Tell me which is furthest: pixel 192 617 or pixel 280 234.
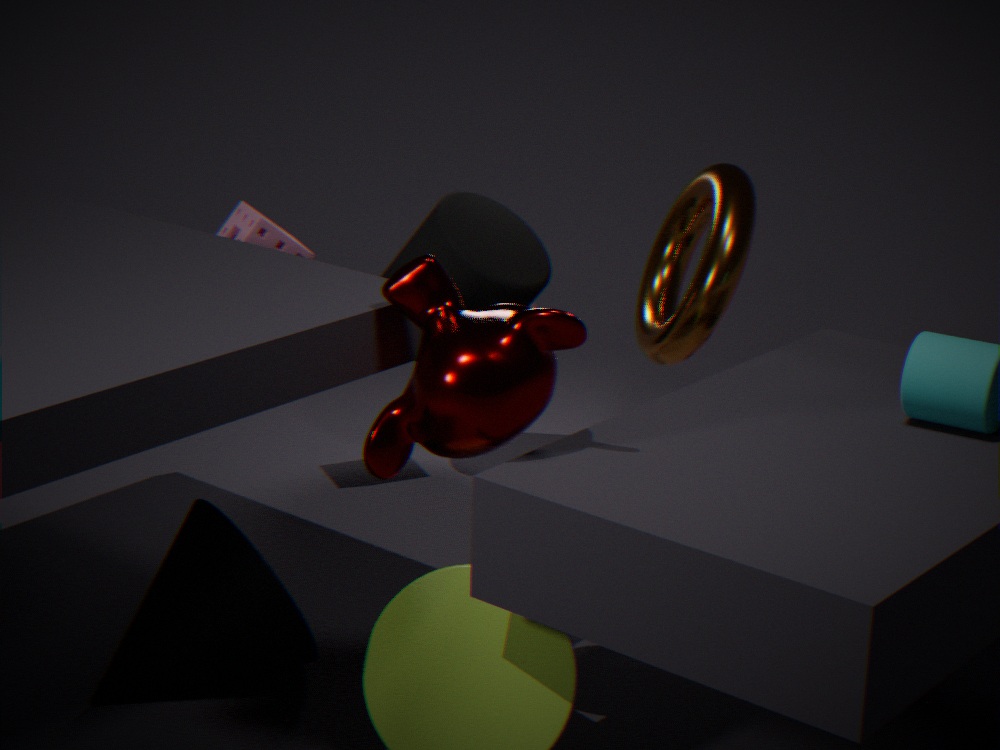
pixel 280 234
